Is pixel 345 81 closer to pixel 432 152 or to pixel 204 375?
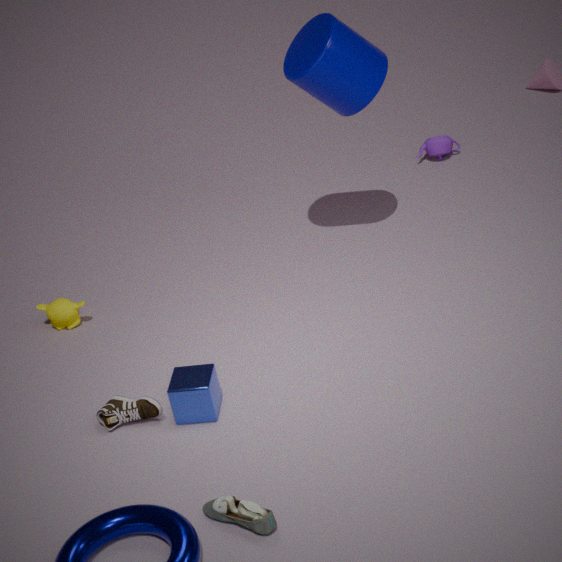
pixel 432 152
